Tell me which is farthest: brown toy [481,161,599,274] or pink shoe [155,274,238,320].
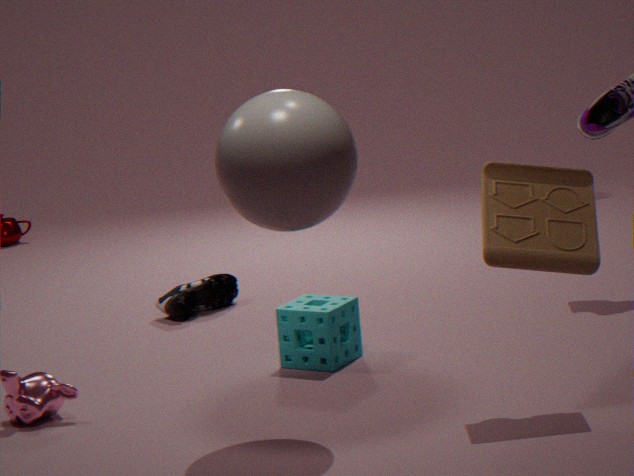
pink shoe [155,274,238,320]
